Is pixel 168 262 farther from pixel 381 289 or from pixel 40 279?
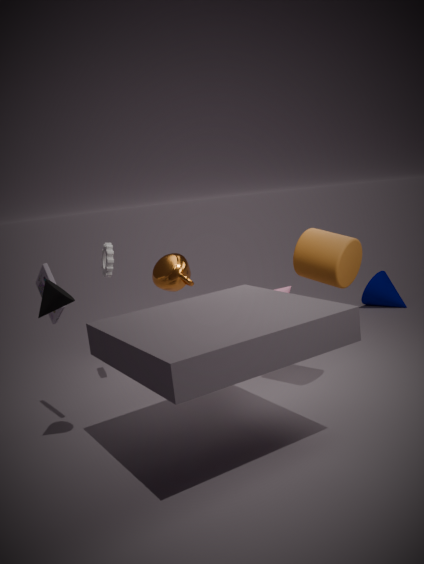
pixel 381 289
